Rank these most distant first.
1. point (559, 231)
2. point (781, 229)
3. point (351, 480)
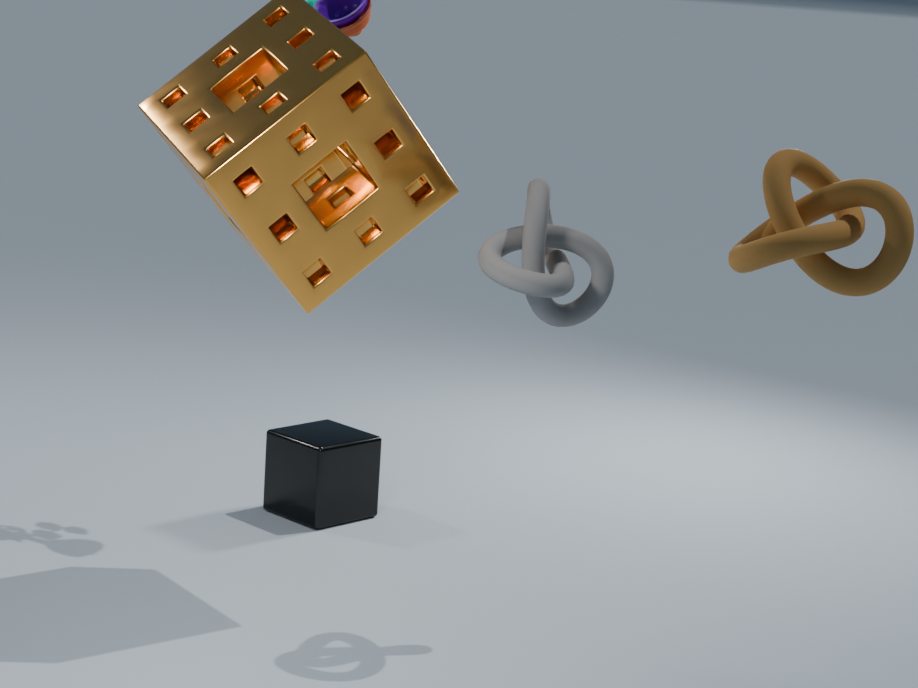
1. point (351, 480)
2. point (559, 231)
3. point (781, 229)
